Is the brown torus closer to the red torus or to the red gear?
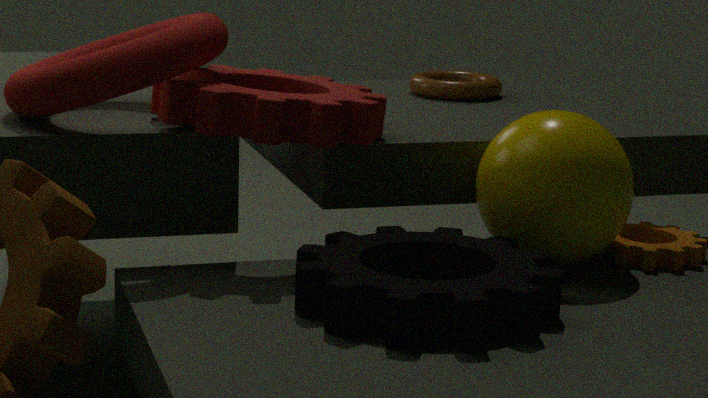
the red gear
